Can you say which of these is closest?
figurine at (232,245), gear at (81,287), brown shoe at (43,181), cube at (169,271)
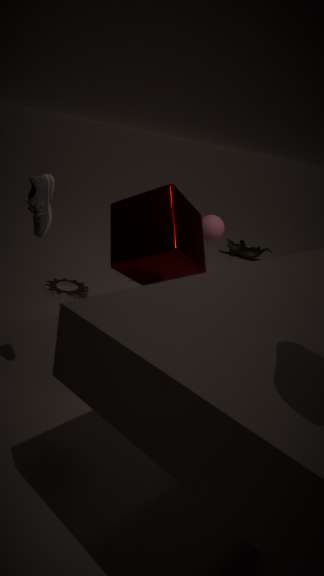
brown shoe at (43,181)
